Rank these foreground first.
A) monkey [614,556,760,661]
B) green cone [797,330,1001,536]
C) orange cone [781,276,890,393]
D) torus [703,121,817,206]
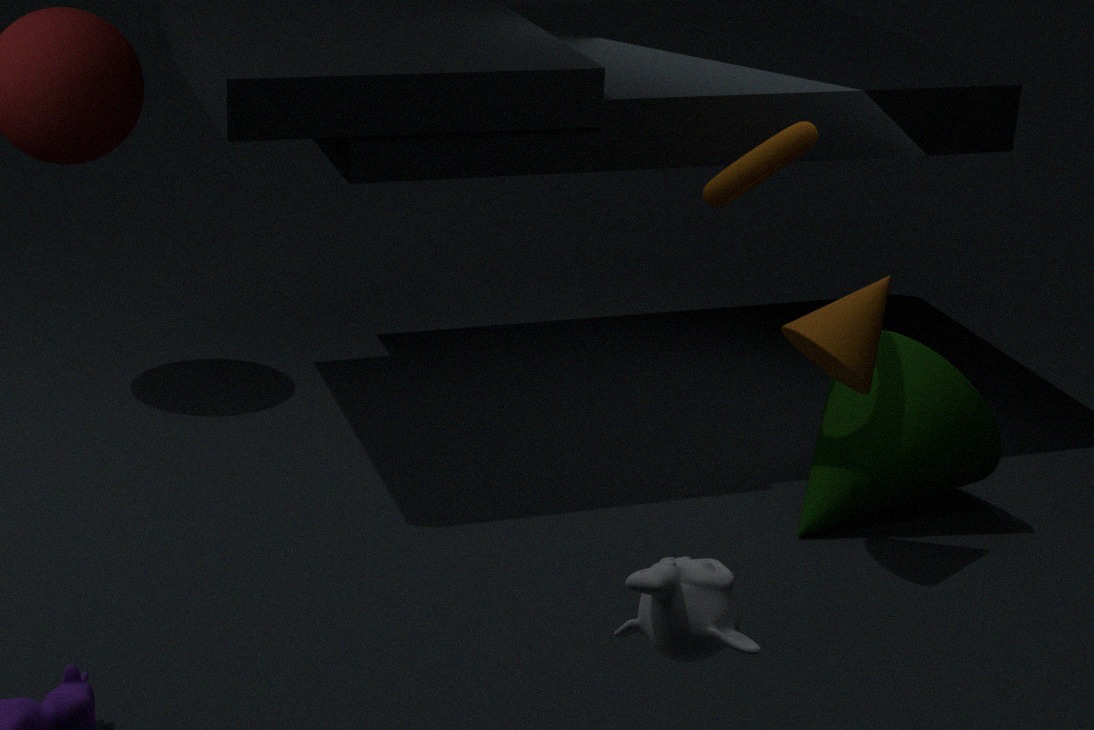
monkey [614,556,760,661]
orange cone [781,276,890,393]
torus [703,121,817,206]
green cone [797,330,1001,536]
